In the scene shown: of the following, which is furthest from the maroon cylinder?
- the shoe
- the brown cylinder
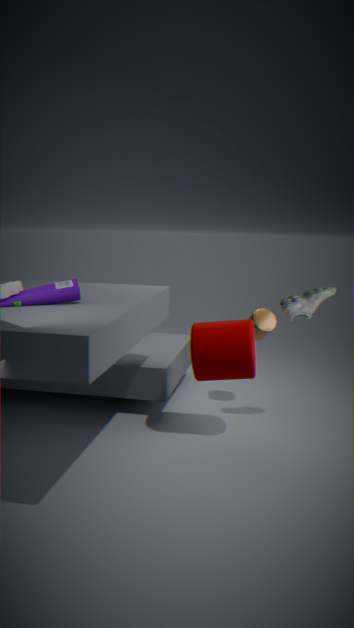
the brown cylinder
